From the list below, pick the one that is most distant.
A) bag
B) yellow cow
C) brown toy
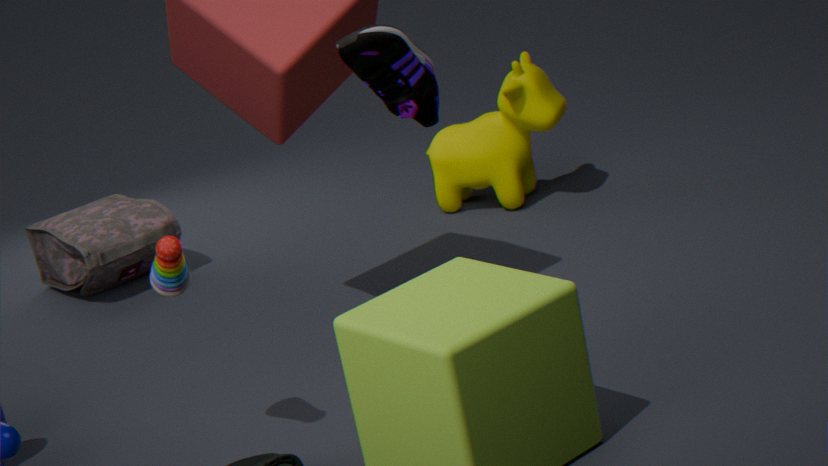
bag
